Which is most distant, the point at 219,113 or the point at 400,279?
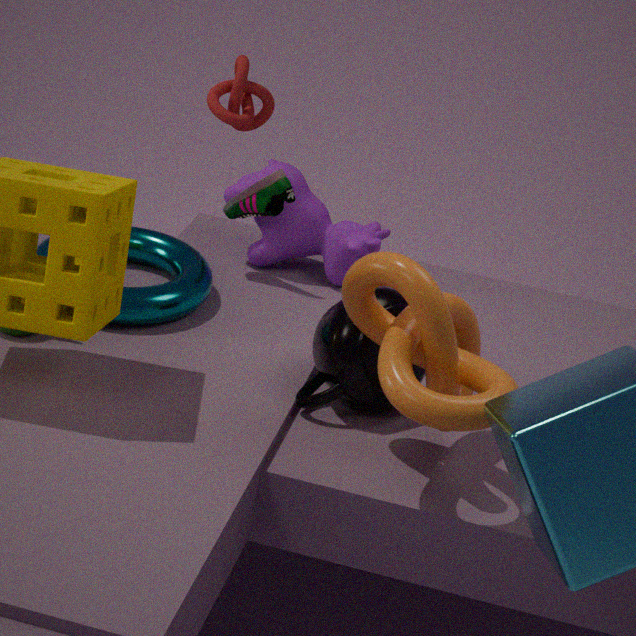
the point at 219,113
